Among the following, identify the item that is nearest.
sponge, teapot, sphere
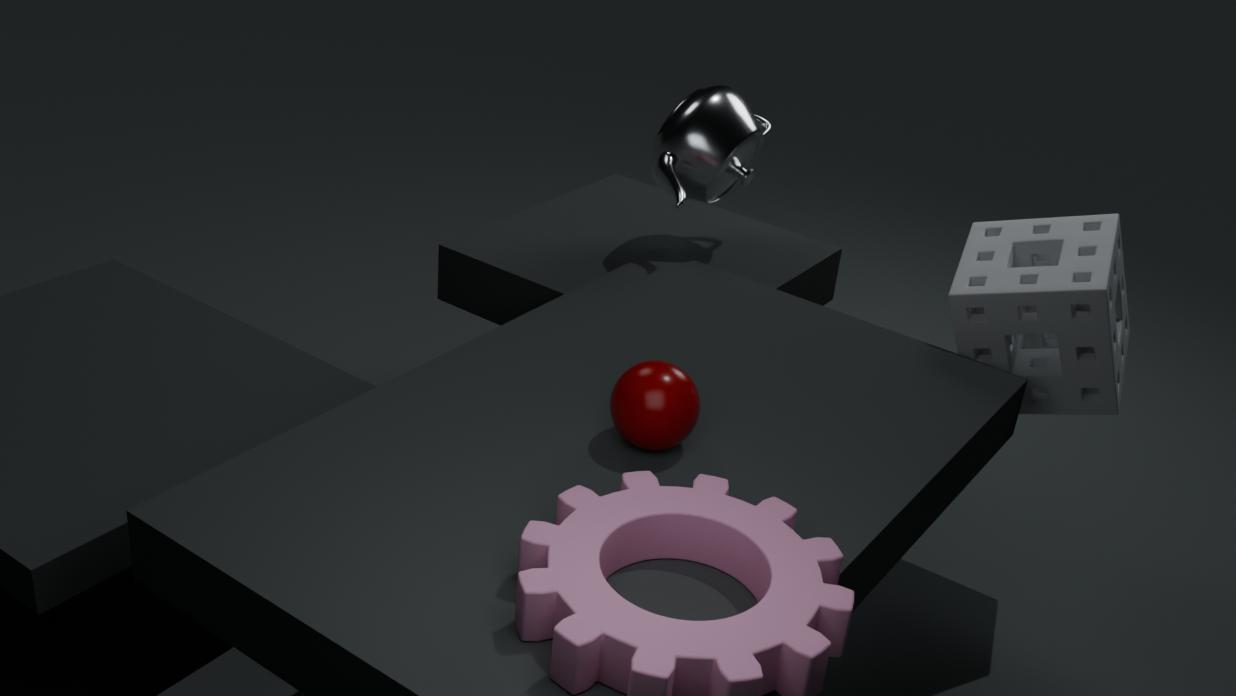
sphere
